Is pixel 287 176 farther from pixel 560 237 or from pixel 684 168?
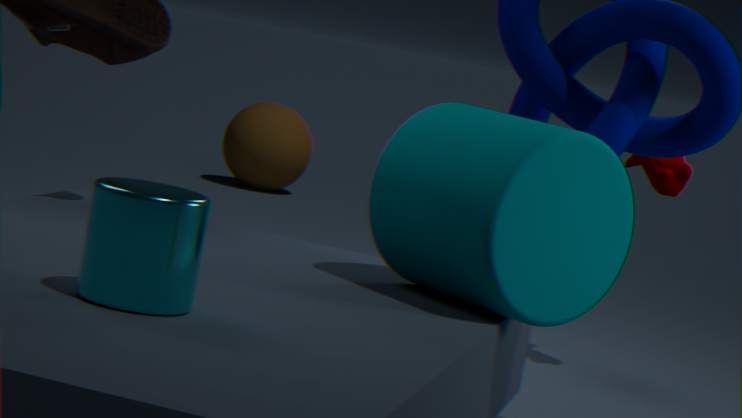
pixel 560 237
